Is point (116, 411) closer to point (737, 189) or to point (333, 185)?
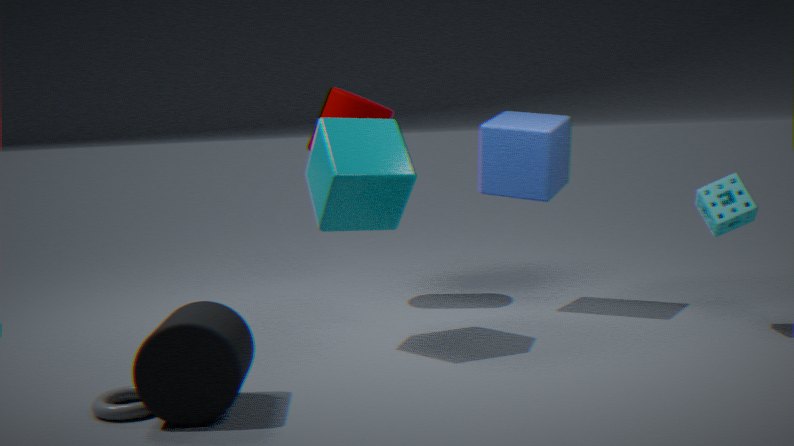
point (333, 185)
